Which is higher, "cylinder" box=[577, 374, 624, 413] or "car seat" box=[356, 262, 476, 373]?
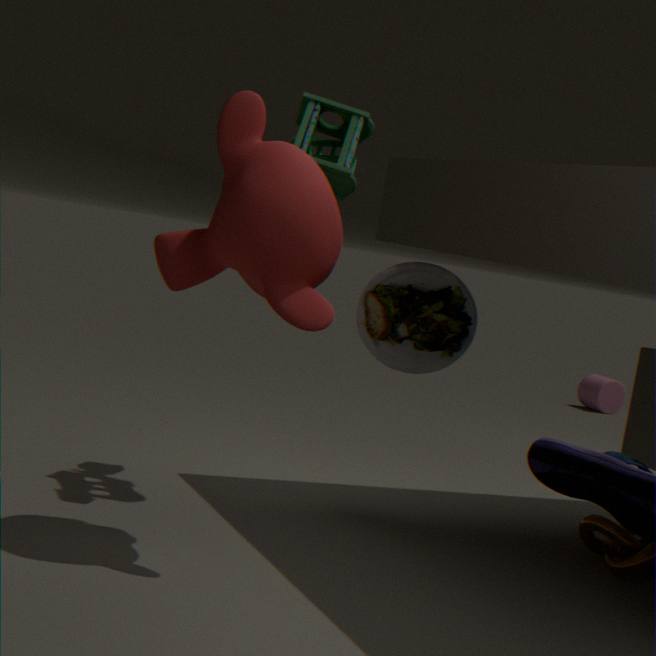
"car seat" box=[356, 262, 476, 373]
